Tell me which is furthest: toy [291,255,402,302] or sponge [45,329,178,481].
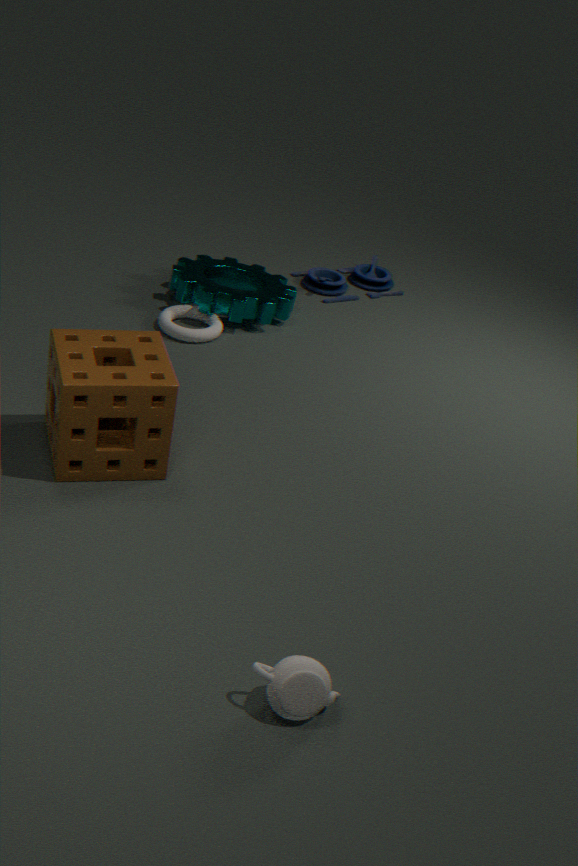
toy [291,255,402,302]
